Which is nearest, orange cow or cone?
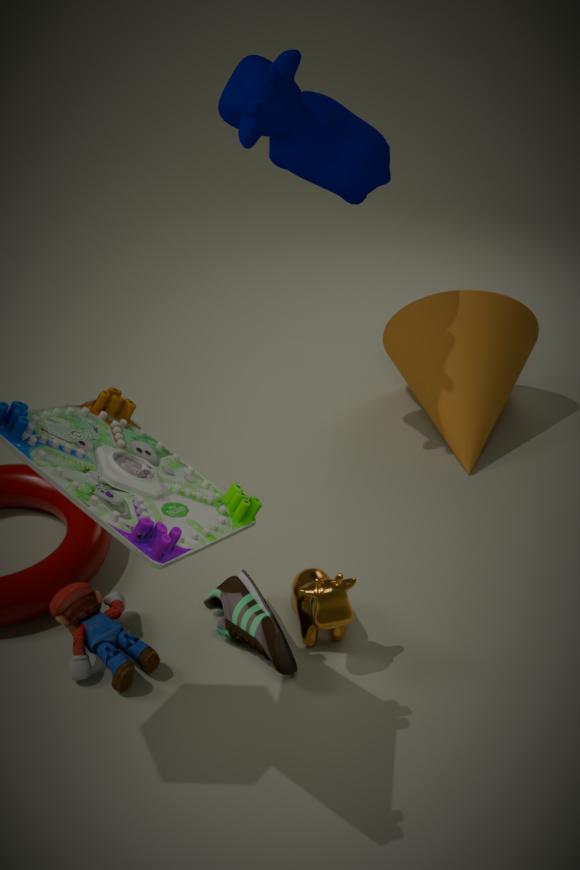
orange cow
